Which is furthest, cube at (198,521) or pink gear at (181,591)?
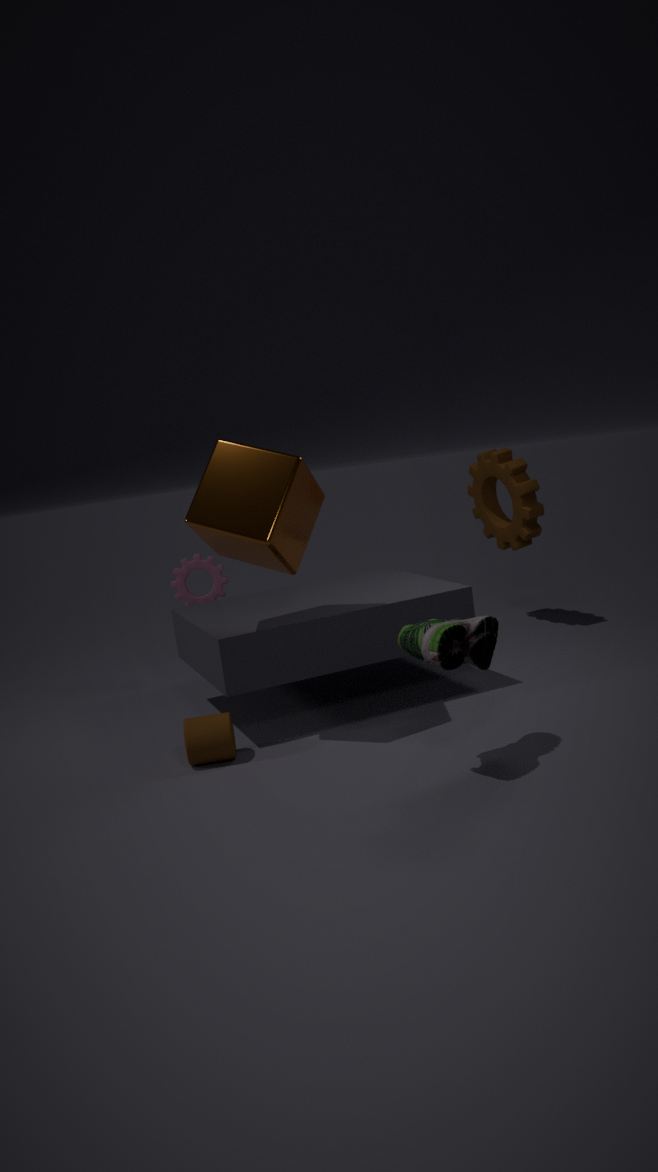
pink gear at (181,591)
